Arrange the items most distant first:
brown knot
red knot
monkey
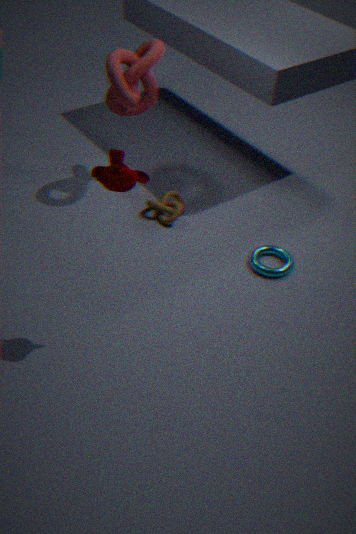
brown knot < red knot < monkey
